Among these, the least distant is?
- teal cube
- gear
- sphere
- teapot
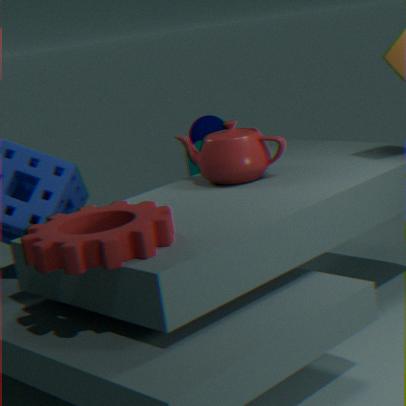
gear
